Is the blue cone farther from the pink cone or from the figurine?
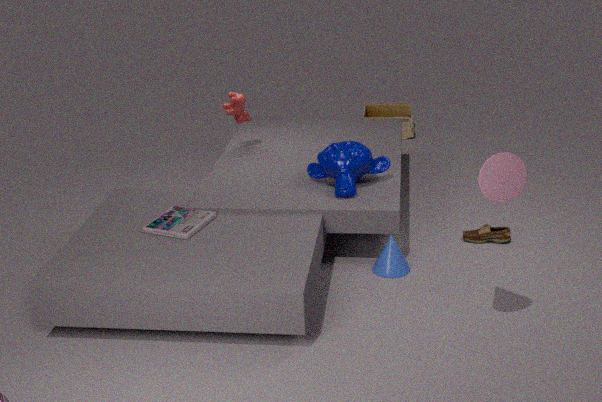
the figurine
